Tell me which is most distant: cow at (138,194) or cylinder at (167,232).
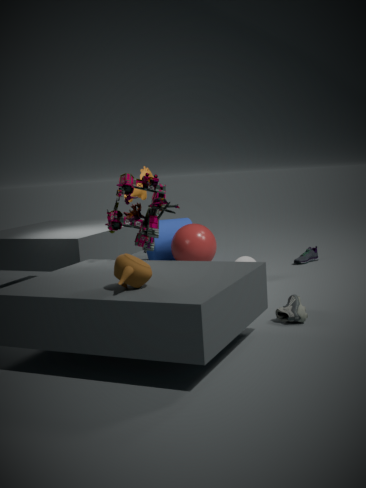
cylinder at (167,232)
